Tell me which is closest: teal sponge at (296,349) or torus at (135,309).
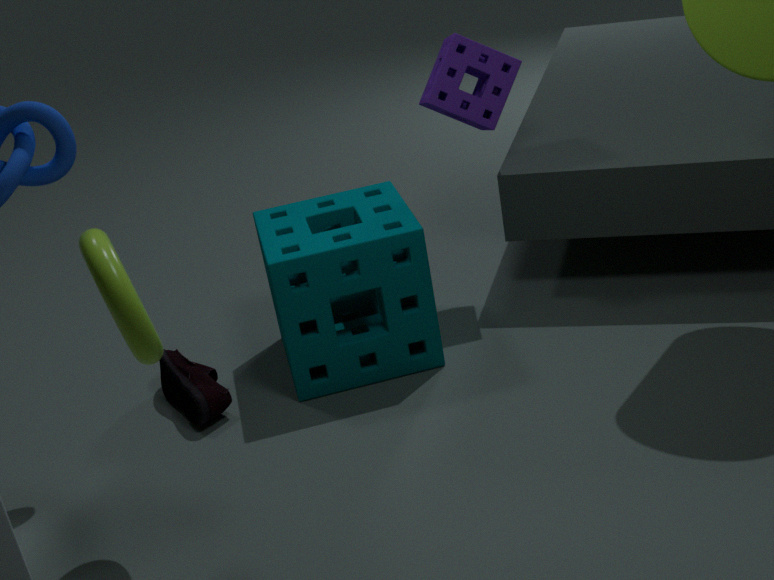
torus at (135,309)
